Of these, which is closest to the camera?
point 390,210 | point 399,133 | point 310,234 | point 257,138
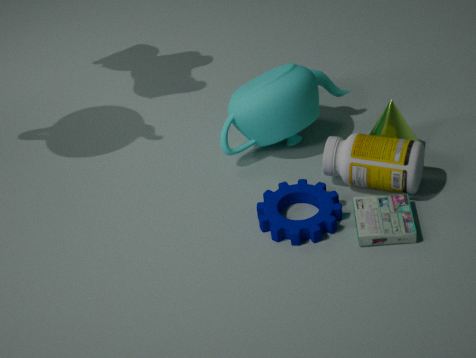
point 310,234
